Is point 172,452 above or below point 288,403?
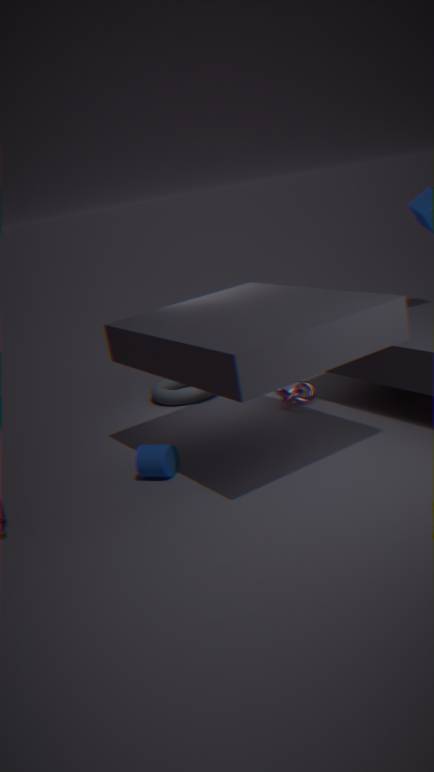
above
